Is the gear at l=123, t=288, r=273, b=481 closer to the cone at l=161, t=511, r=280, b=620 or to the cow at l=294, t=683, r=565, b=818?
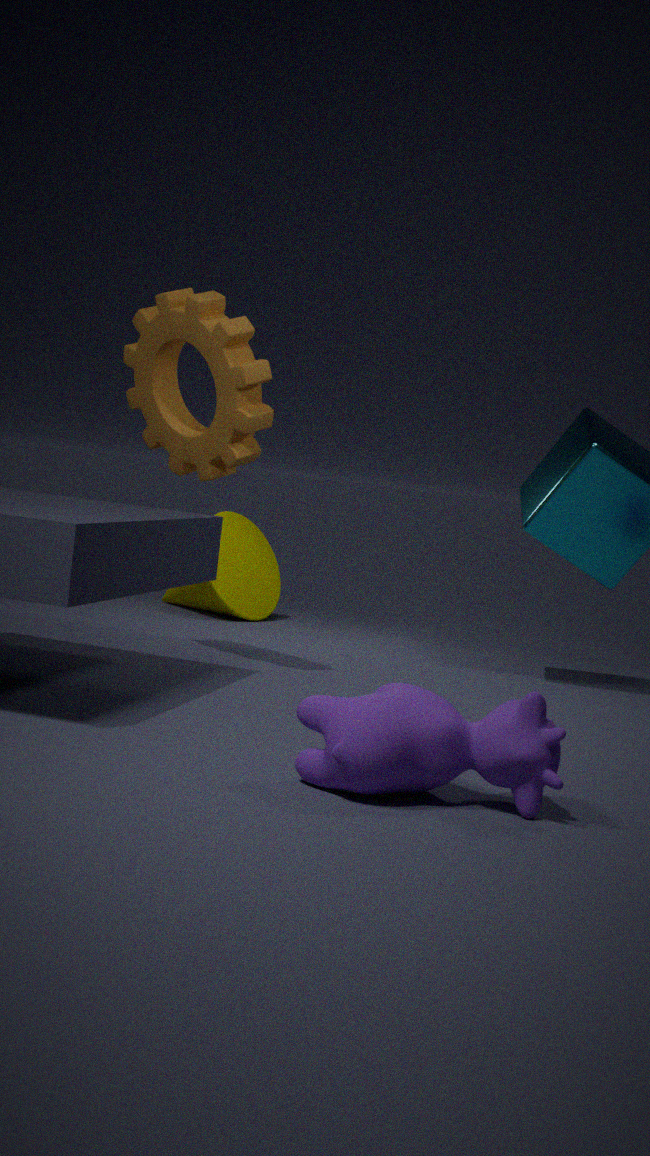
the cone at l=161, t=511, r=280, b=620
